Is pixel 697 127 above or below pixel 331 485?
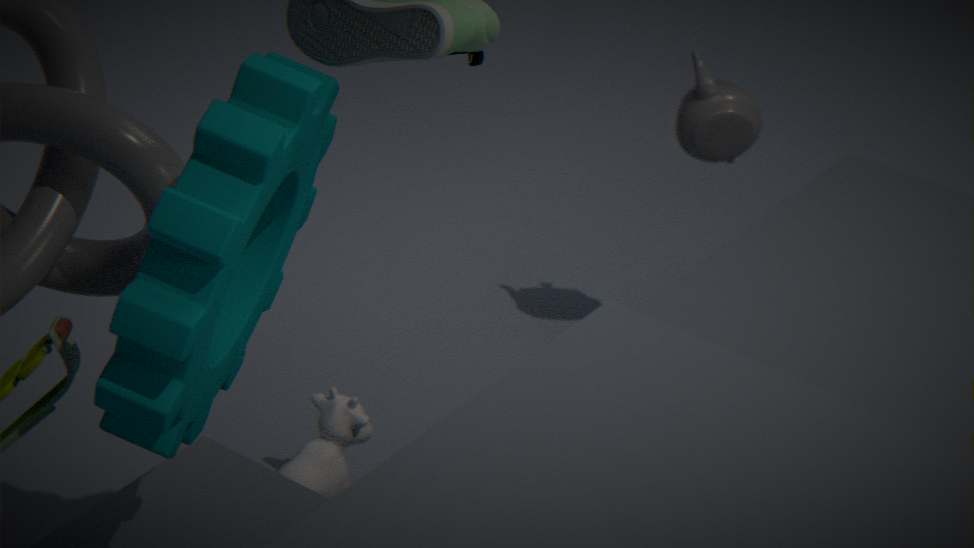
above
